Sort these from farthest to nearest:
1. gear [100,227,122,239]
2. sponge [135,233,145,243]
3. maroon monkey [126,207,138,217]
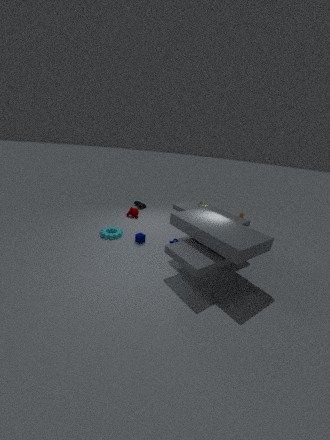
1. maroon monkey [126,207,138,217]
2. gear [100,227,122,239]
3. sponge [135,233,145,243]
